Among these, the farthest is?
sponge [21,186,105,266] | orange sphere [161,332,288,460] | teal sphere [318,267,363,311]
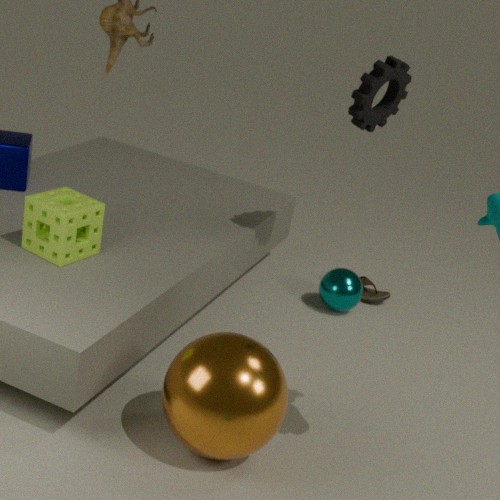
teal sphere [318,267,363,311]
